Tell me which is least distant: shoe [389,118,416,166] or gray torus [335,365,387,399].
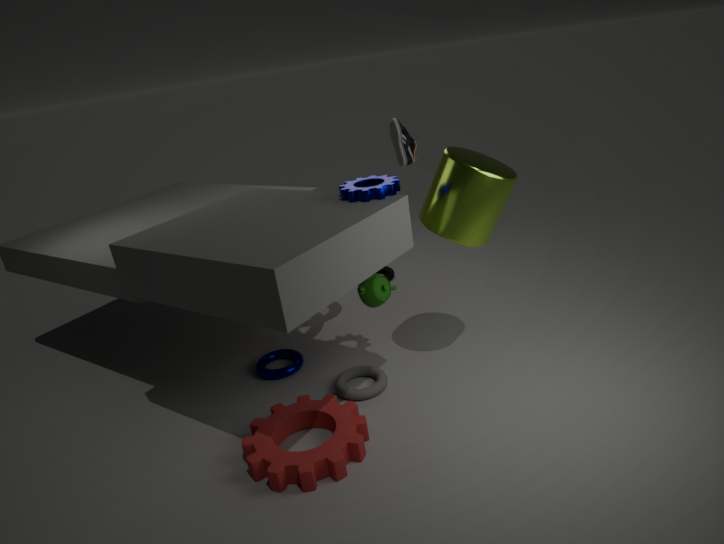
gray torus [335,365,387,399]
